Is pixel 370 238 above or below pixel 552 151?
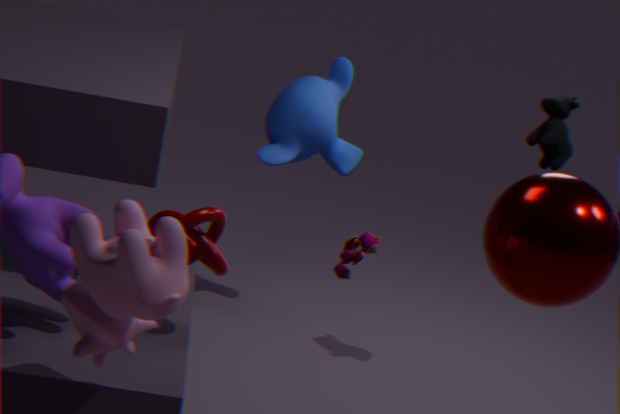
below
